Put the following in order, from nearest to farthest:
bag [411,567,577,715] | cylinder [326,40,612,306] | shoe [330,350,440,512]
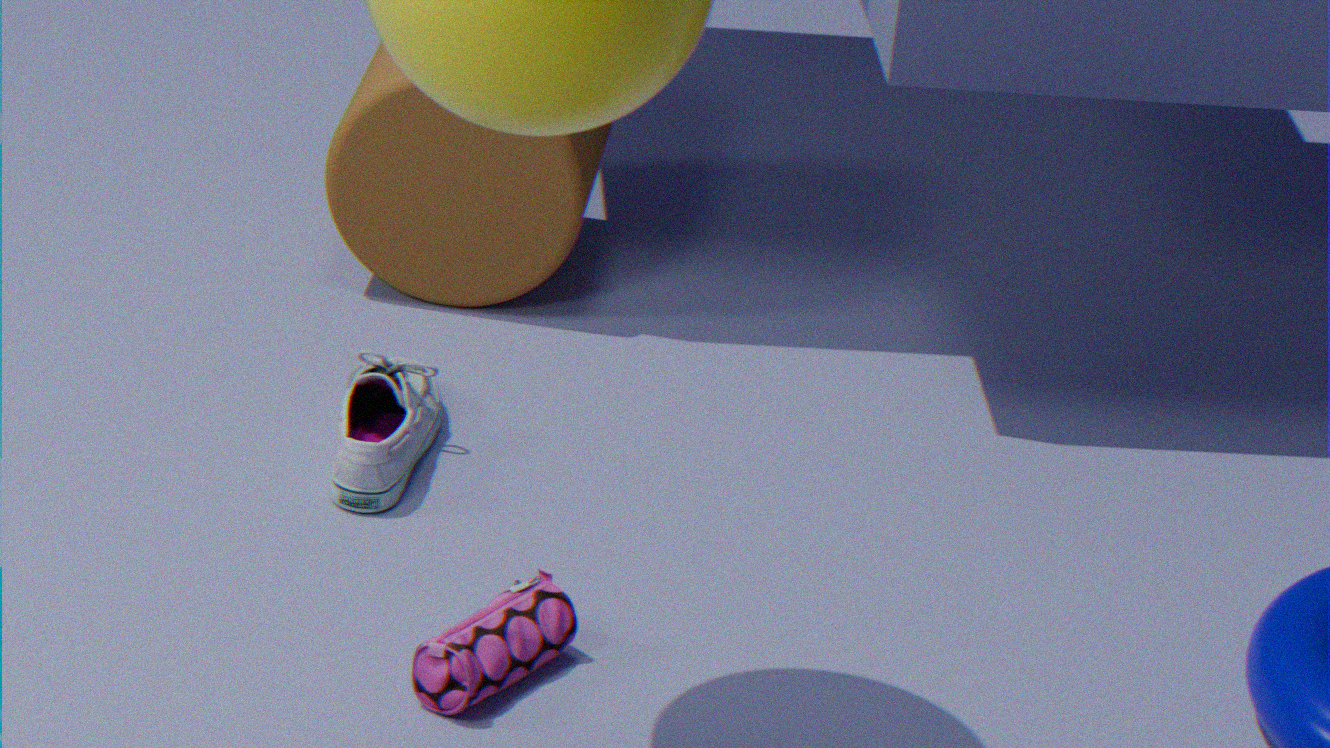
bag [411,567,577,715] < shoe [330,350,440,512] < cylinder [326,40,612,306]
